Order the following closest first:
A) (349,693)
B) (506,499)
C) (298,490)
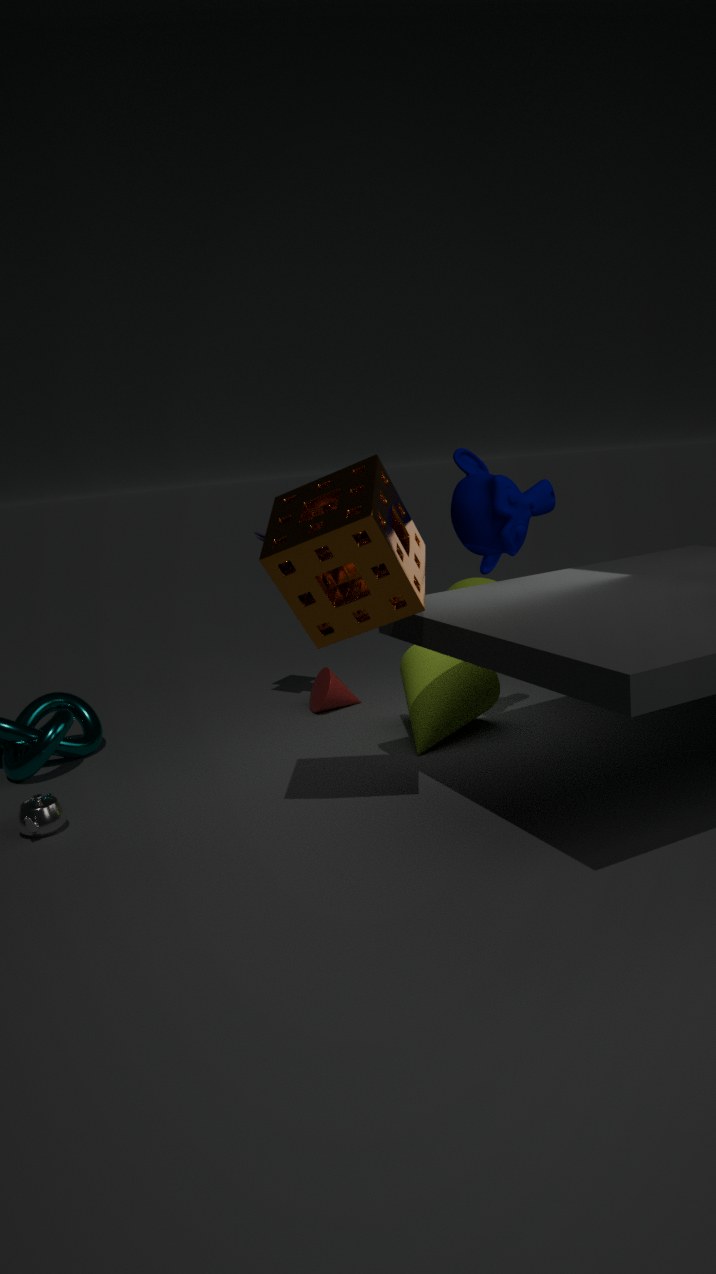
(298,490) → (506,499) → (349,693)
